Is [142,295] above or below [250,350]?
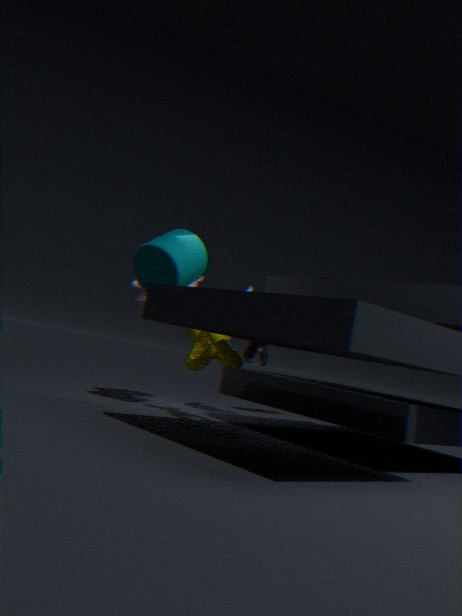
above
